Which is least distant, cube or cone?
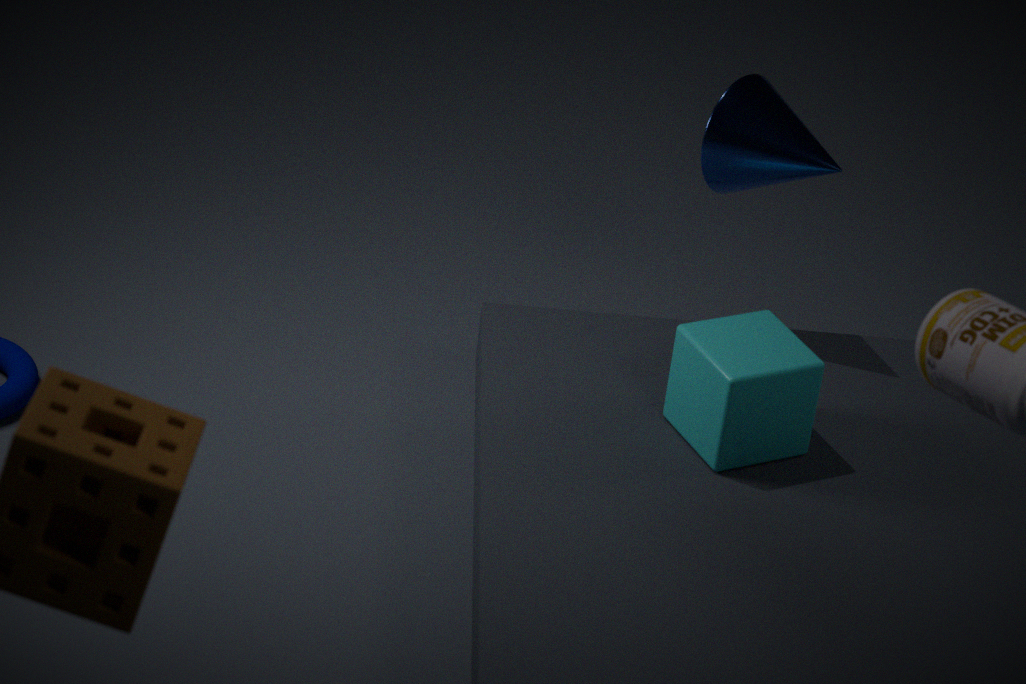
cube
